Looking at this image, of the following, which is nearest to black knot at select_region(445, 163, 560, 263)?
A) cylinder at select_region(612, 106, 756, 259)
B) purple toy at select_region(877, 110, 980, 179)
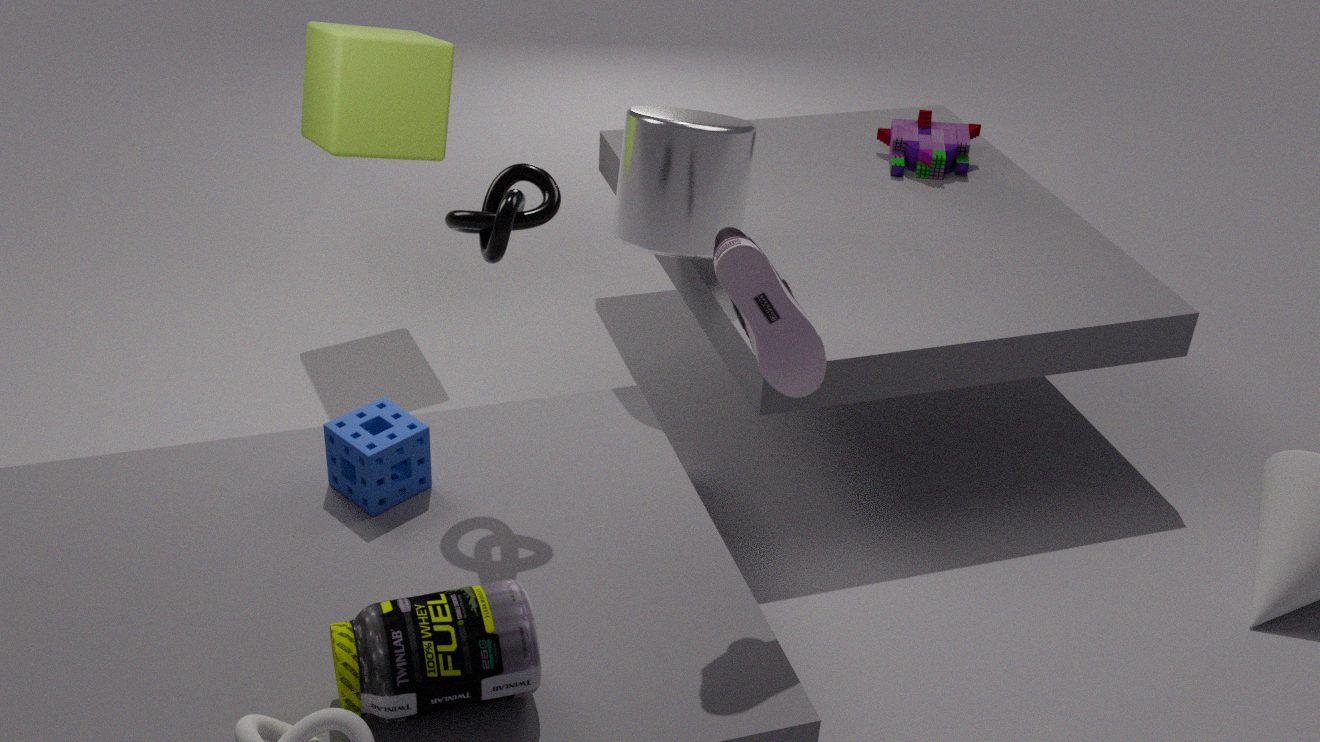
cylinder at select_region(612, 106, 756, 259)
